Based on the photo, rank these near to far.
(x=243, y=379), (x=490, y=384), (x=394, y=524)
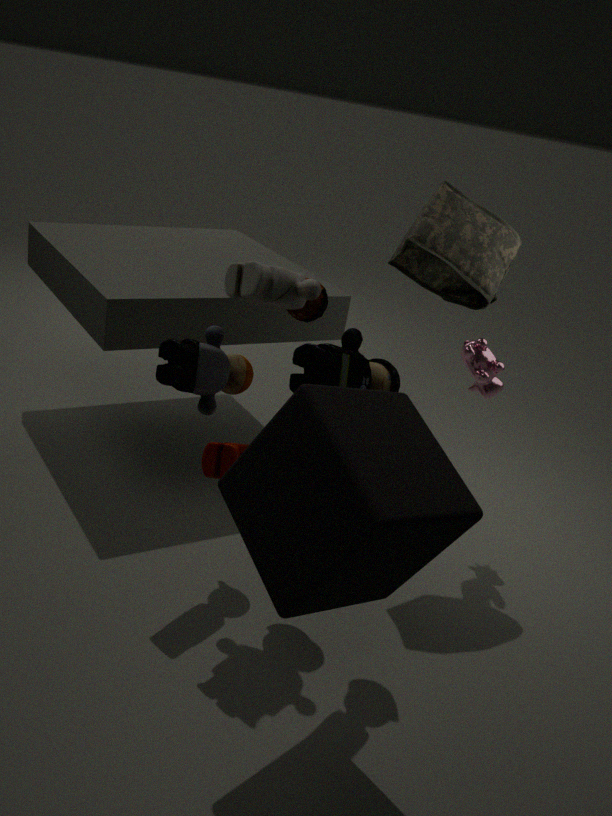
(x=394, y=524), (x=243, y=379), (x=490, y=384)
